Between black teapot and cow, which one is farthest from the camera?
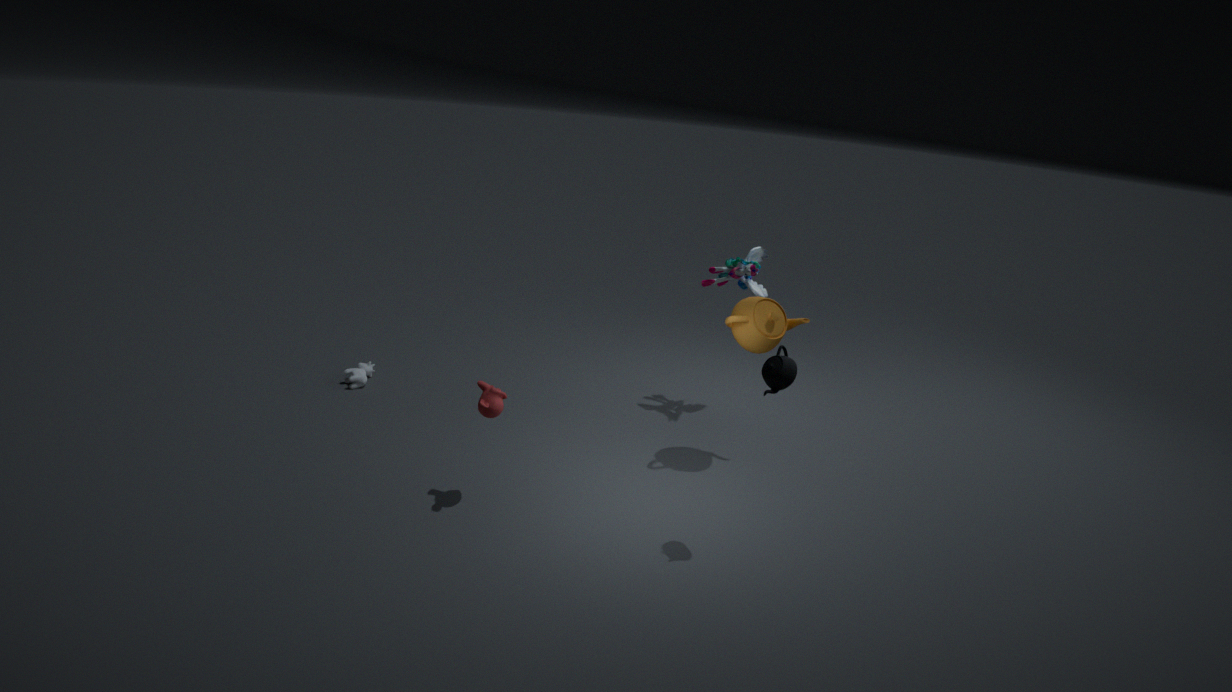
cow
